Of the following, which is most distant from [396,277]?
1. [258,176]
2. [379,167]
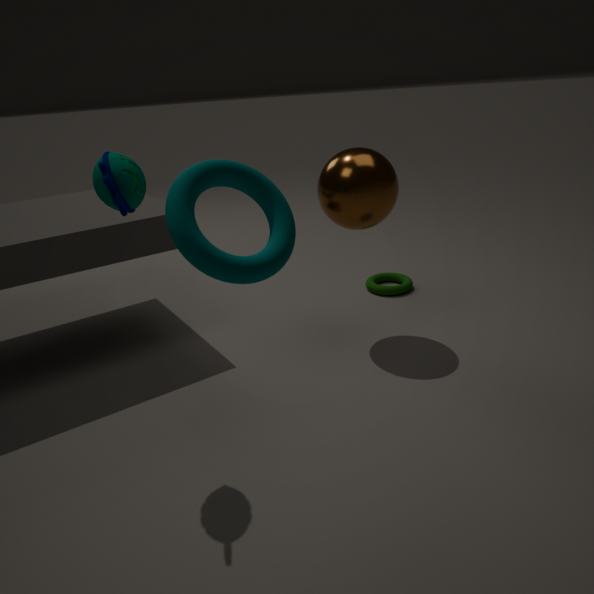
[258,176]
